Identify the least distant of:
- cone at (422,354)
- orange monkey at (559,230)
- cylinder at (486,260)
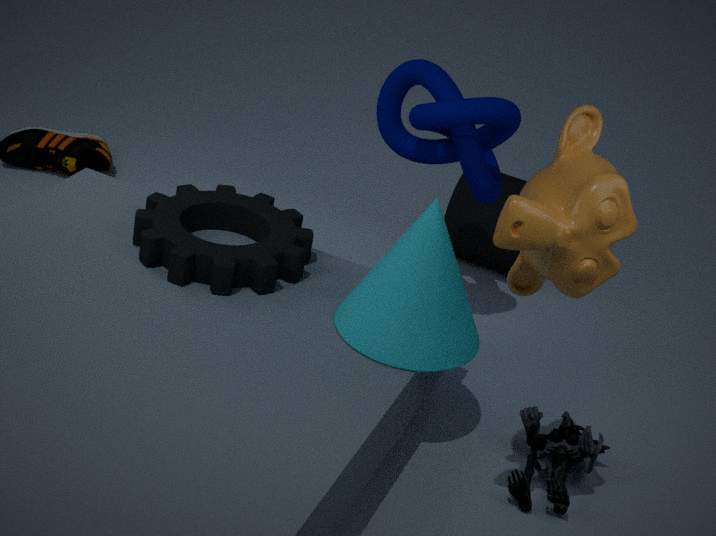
orange monkey at (559,230)
